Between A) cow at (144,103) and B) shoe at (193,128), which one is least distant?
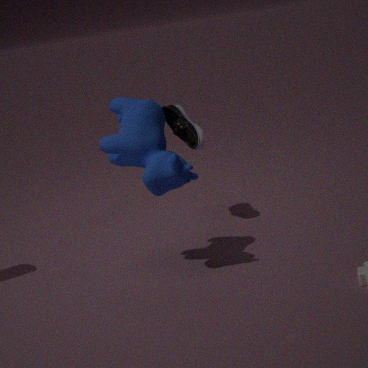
A. cow at (144,103)
